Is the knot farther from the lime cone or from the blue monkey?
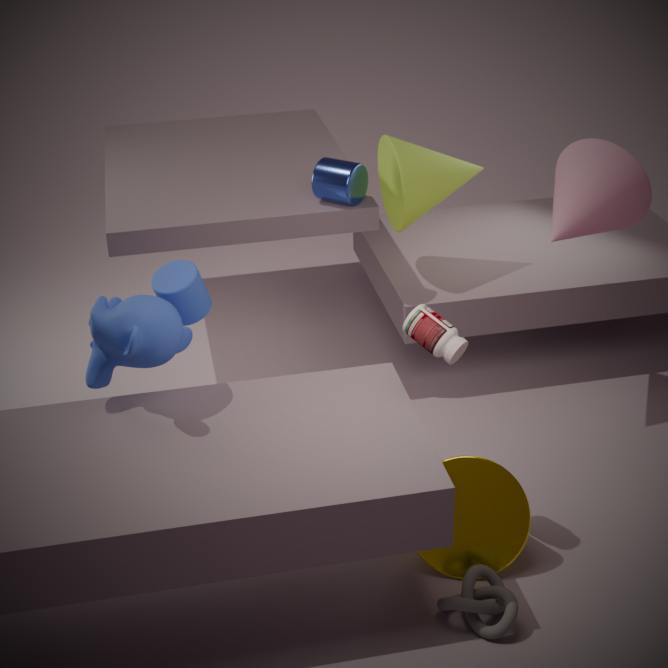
the lime cone
